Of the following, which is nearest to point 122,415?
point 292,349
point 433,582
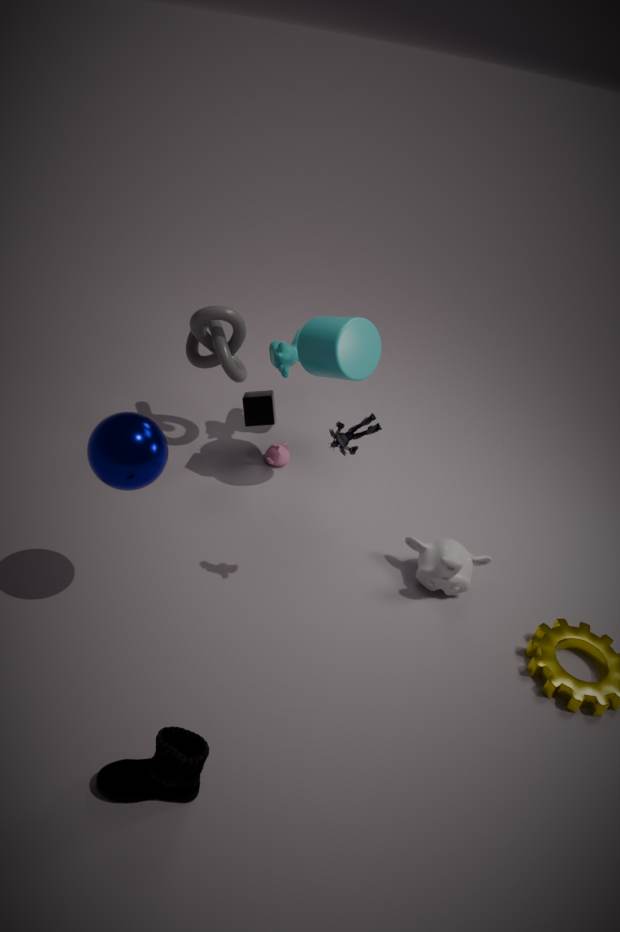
point 292,349
